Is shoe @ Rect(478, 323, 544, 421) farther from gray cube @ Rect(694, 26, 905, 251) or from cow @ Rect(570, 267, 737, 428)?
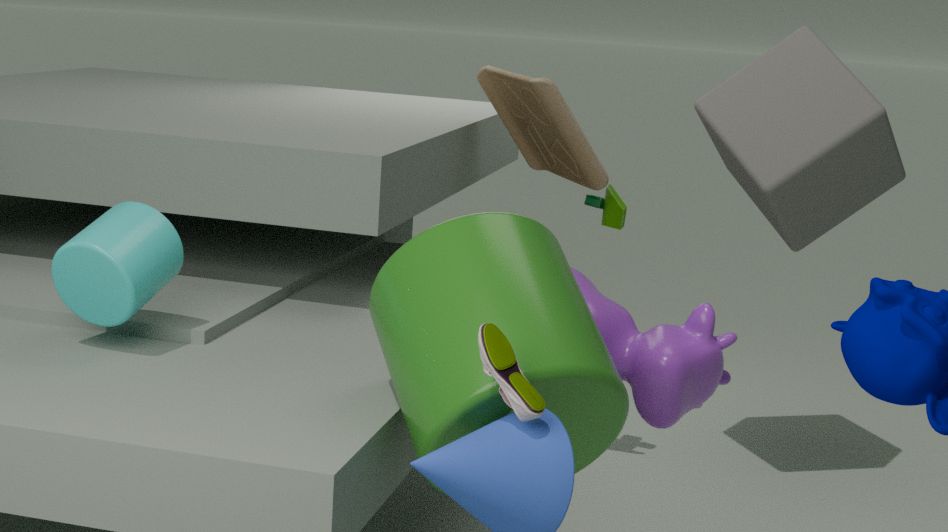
gray cube @ Rect(694, 26, 905, 251)
